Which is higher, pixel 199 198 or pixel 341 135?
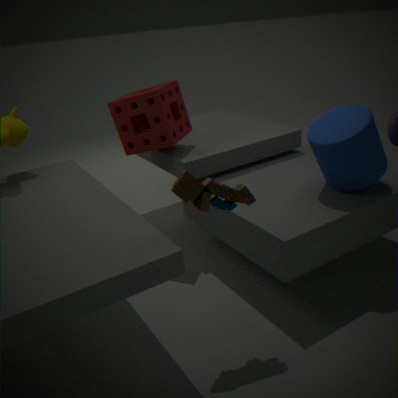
pixel 199 198
